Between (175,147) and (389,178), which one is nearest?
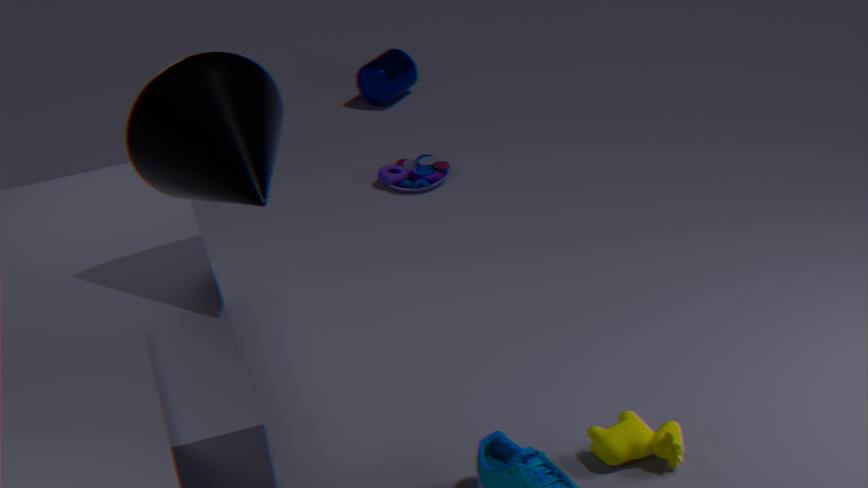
(175,147)
